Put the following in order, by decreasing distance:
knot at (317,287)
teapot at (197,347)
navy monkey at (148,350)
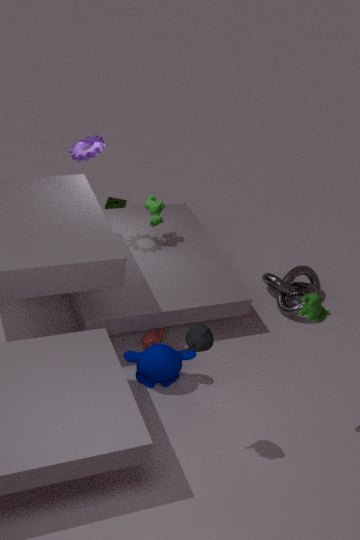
knot at (317,287)
navy monkey at (148,350)
teapot at (197,347)
